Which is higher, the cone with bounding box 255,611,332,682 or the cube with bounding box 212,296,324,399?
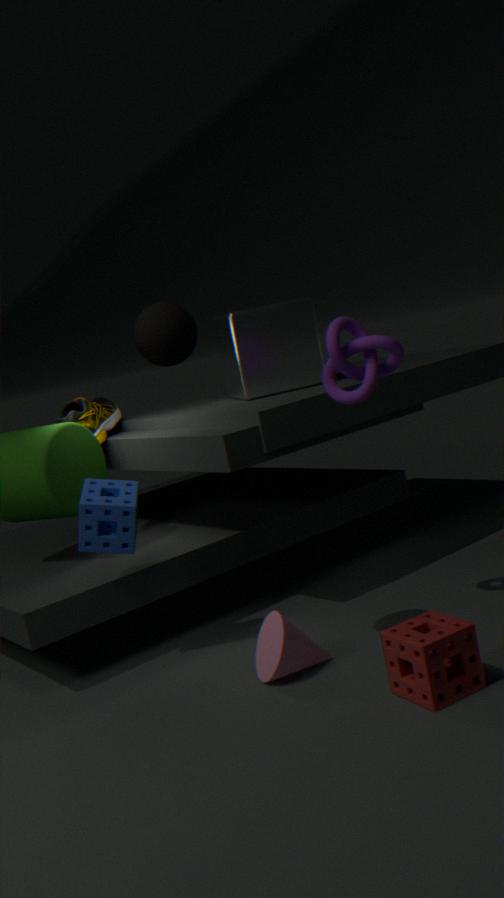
the cube with bounding box 212,296,324,399
